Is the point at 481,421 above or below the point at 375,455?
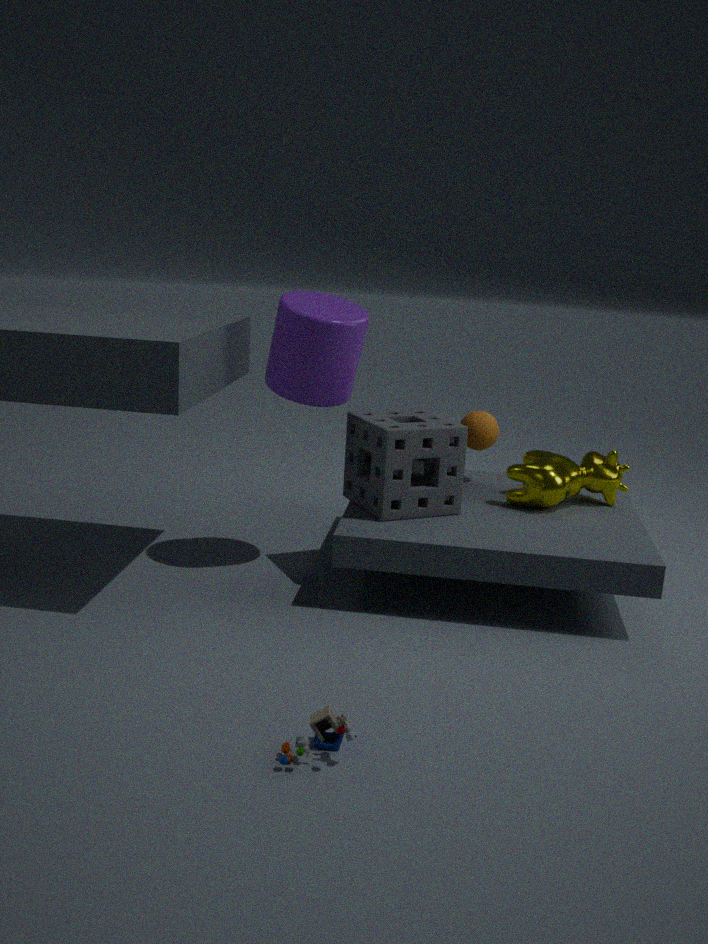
above
